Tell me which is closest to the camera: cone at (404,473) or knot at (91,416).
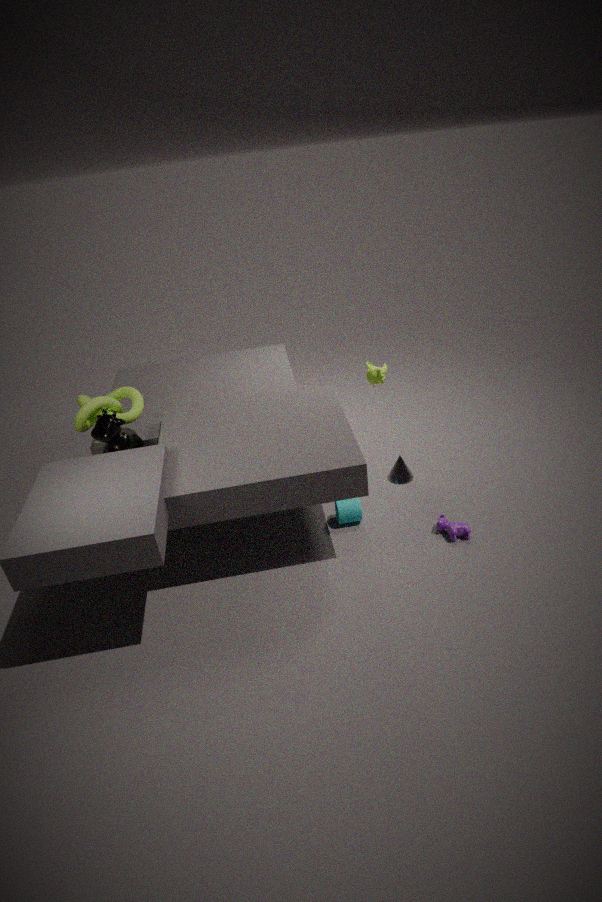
knot at (91,416)
